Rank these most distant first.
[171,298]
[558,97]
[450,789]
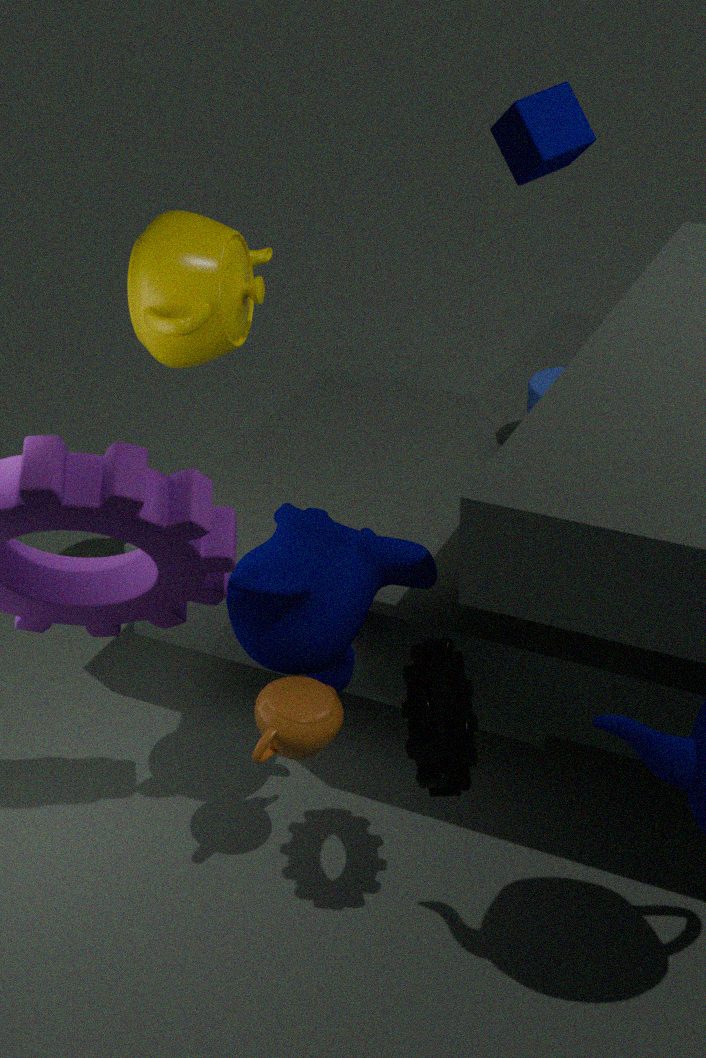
1. [558,97]
2. [171,298]
3. [450,789]
